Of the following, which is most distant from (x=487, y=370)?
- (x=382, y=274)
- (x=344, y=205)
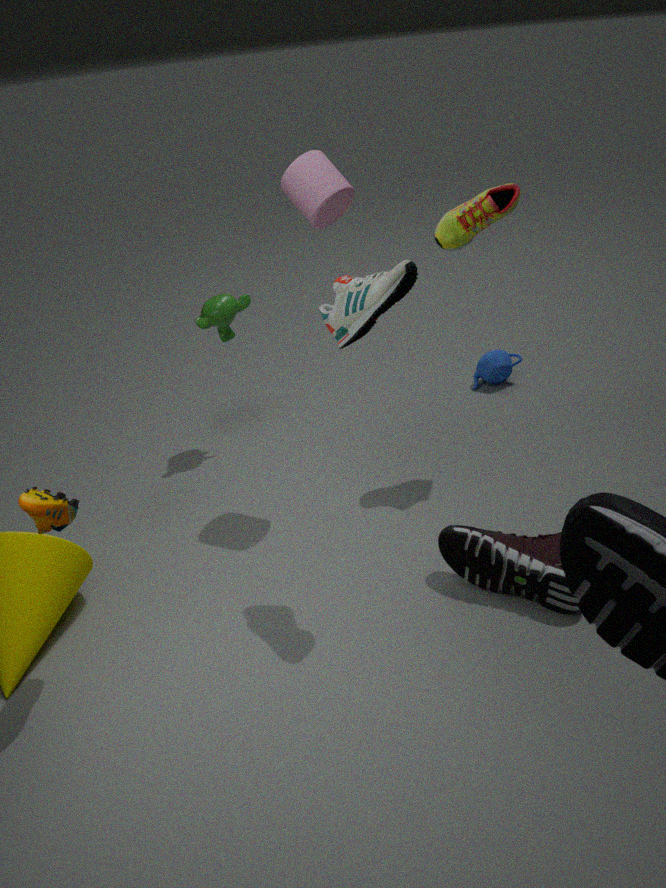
(x=382, y=274)
